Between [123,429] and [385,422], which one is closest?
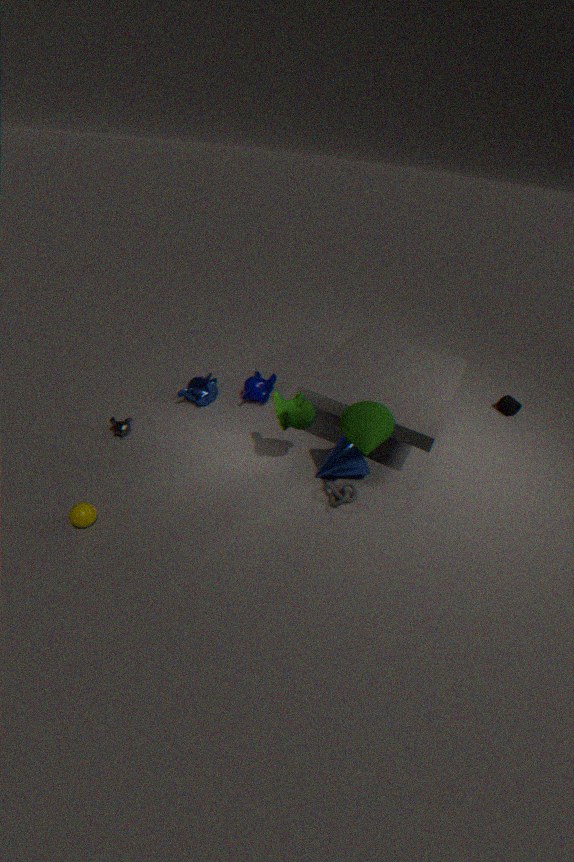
[385,422]
